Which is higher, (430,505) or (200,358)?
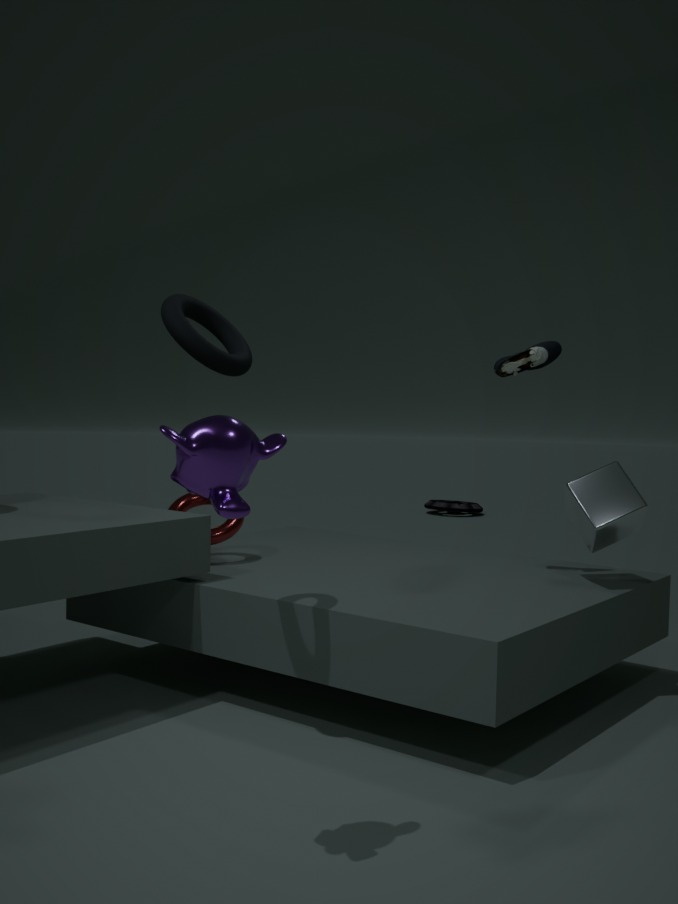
(200,358)
